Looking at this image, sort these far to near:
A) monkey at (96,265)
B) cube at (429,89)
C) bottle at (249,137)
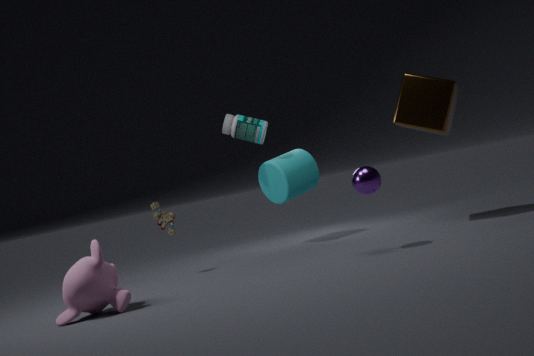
C. bottle at (249,137)
B. cube at (429,89)
A. monkey at (96,265)
